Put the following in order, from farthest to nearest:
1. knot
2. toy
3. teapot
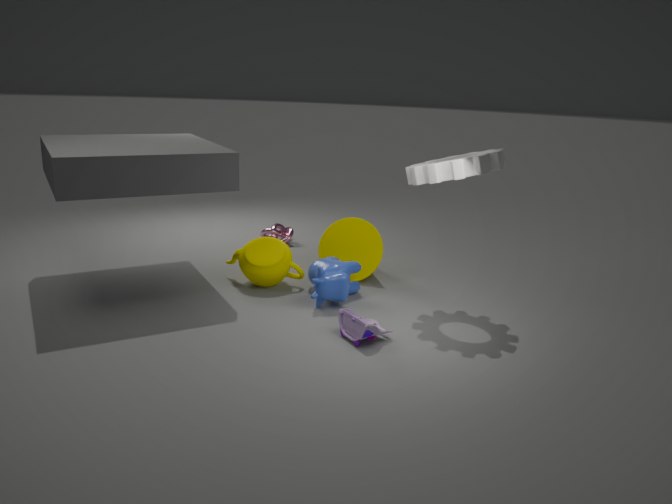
knot → teapot → toy
